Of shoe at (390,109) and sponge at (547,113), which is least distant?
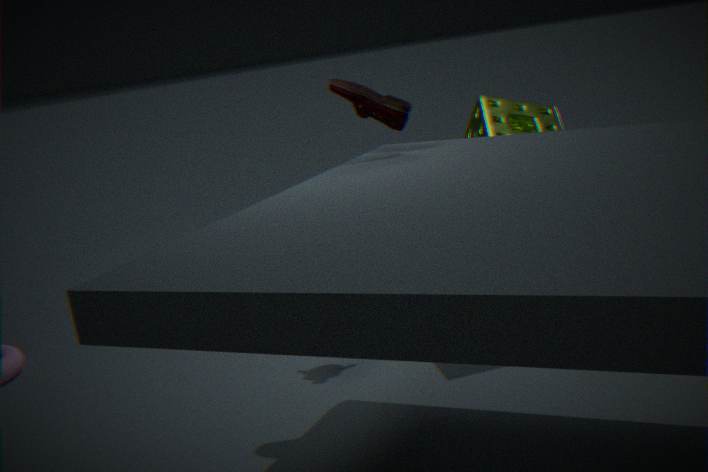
shoe at (390,109)
